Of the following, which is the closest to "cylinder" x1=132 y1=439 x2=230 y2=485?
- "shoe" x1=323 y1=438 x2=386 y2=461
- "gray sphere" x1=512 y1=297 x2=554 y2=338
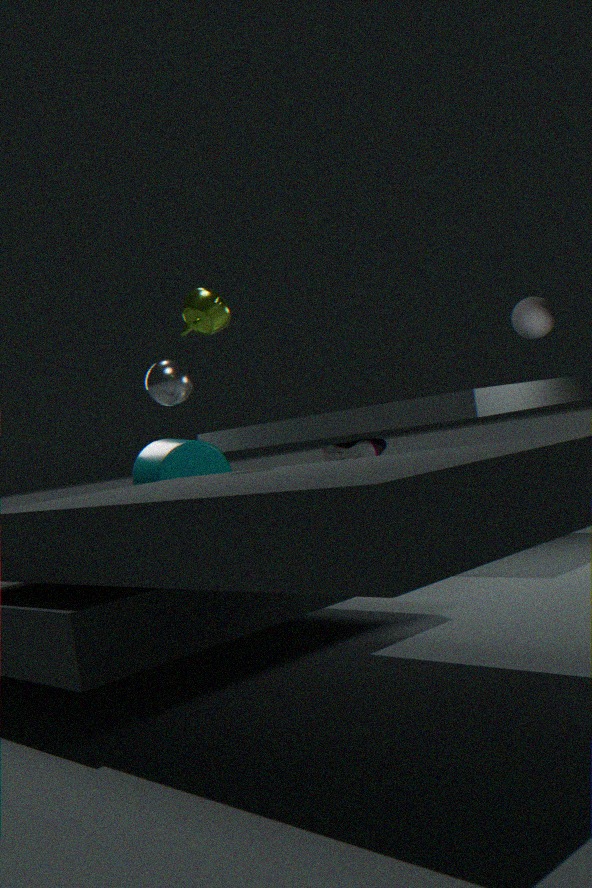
"shoe" x1=323 y1=438 x2=386 y2=461
